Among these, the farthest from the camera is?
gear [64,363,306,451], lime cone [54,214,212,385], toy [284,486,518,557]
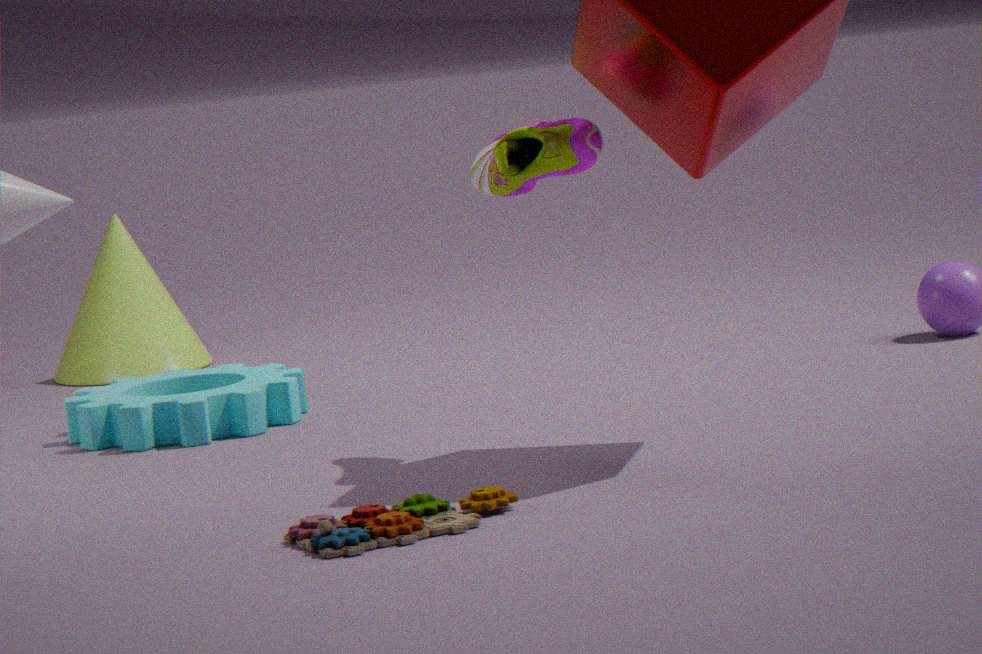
lime cone [54,214,212,385]
